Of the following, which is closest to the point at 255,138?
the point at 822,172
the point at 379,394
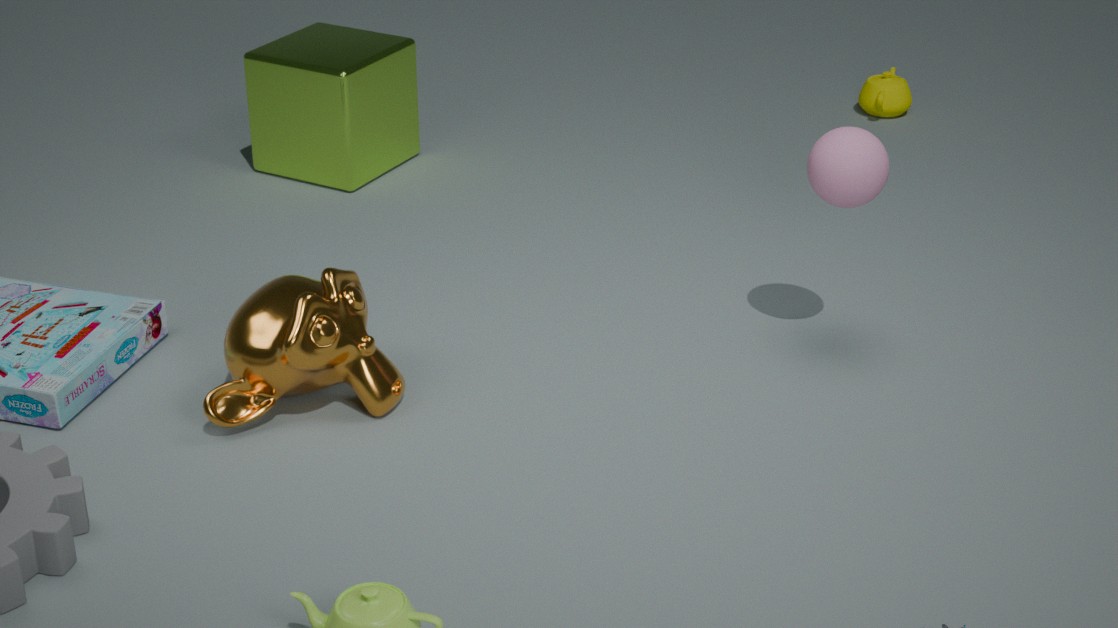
the point at 379,394
